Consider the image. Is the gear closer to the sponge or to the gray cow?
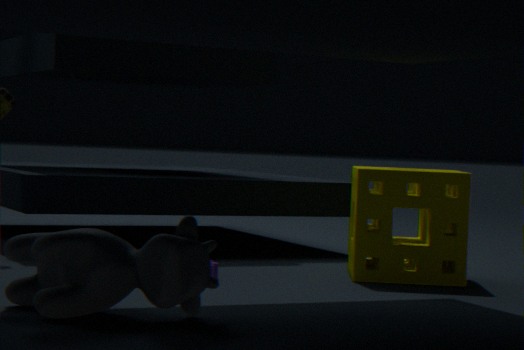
the sponge
